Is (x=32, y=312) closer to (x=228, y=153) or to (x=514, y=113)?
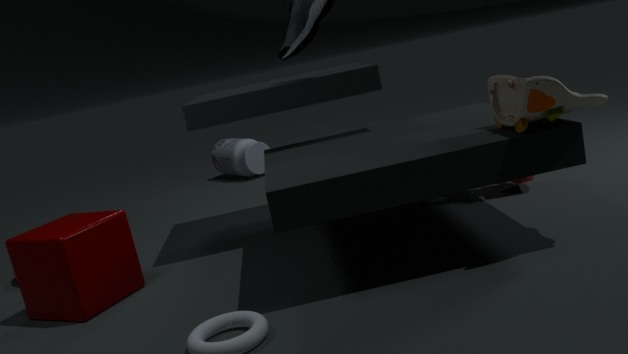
(x=514, y=113)
